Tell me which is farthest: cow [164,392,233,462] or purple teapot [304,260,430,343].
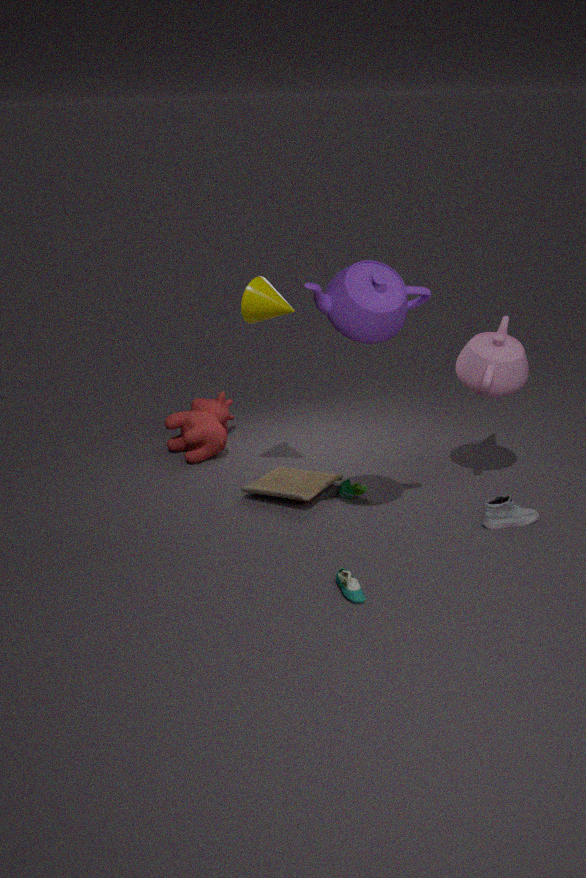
cow [164,392,233,462]
